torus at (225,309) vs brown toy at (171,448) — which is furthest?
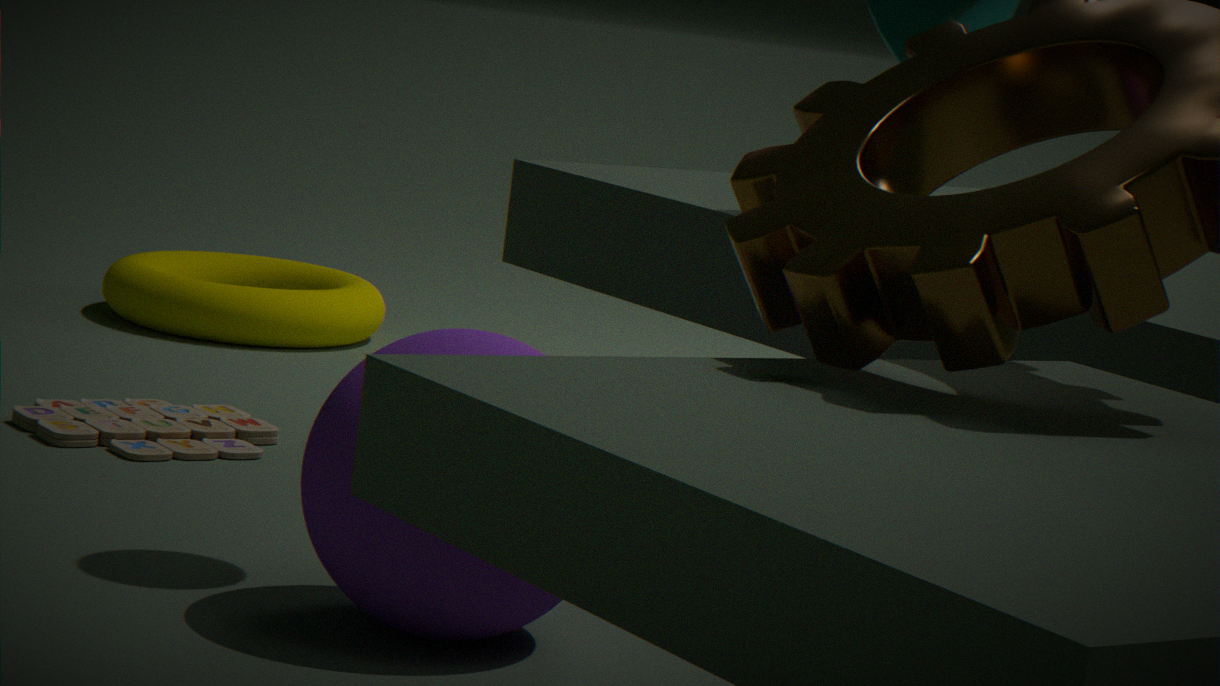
torus at (225,309)
